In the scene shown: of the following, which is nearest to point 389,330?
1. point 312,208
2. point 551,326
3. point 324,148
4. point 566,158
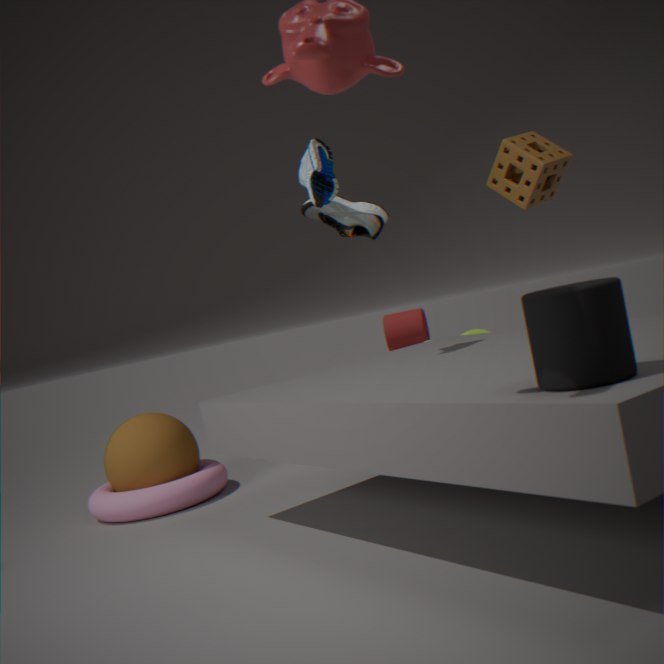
point 312,208
